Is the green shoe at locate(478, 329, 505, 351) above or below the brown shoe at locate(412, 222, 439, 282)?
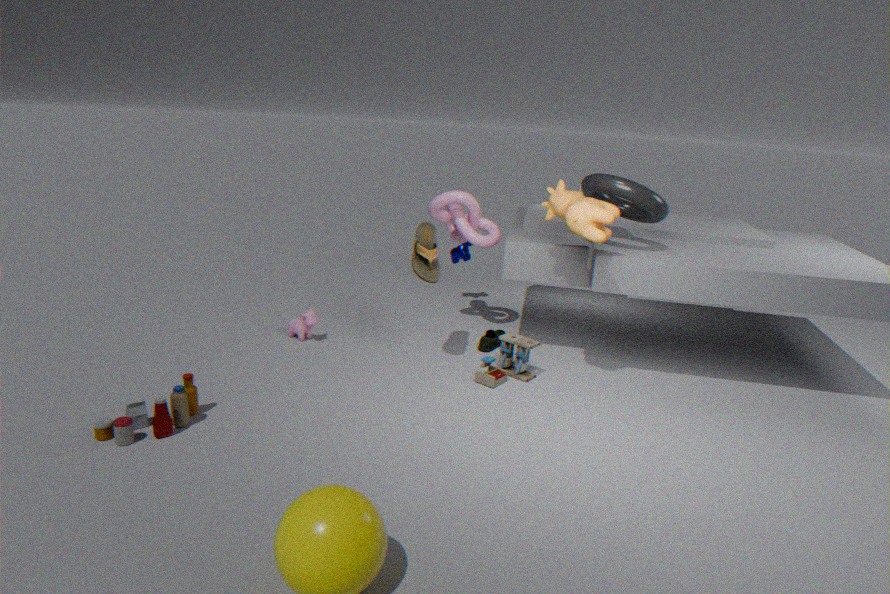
below
